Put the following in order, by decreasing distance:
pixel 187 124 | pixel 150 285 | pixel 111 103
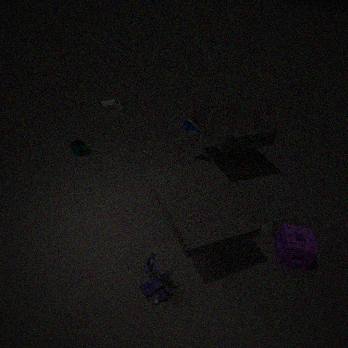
pixel 111 103 < pixel 187 124 < pixel 150 285
